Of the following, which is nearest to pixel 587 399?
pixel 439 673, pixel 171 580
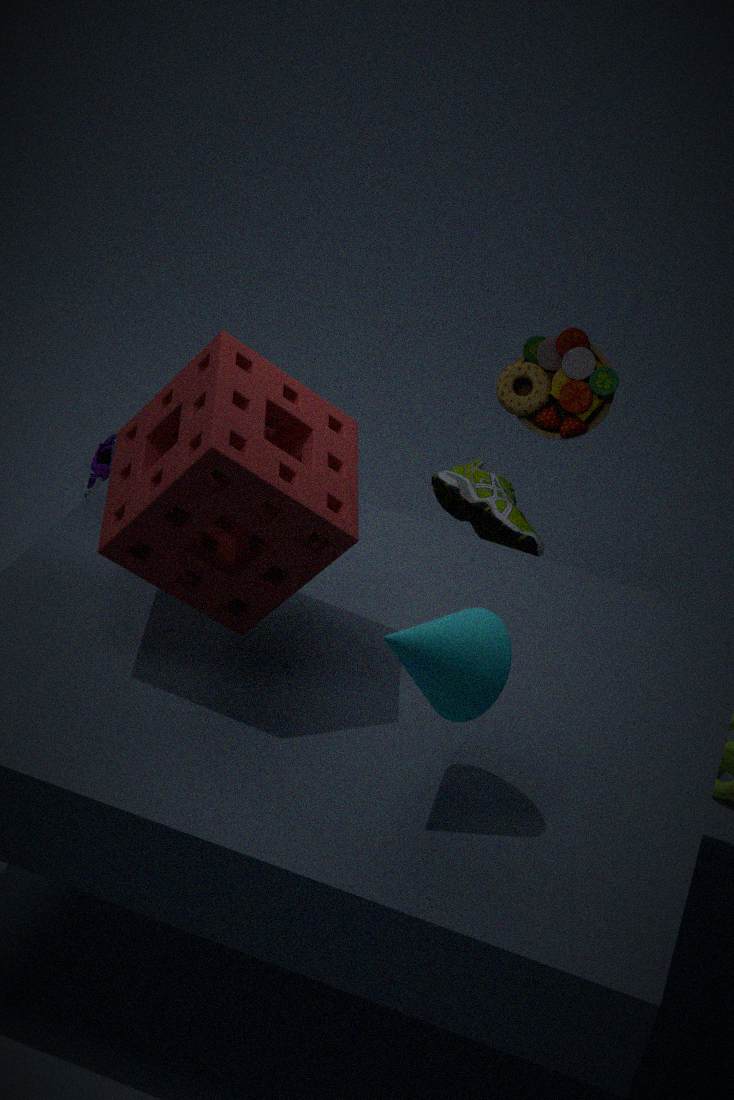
pixel 171 580
